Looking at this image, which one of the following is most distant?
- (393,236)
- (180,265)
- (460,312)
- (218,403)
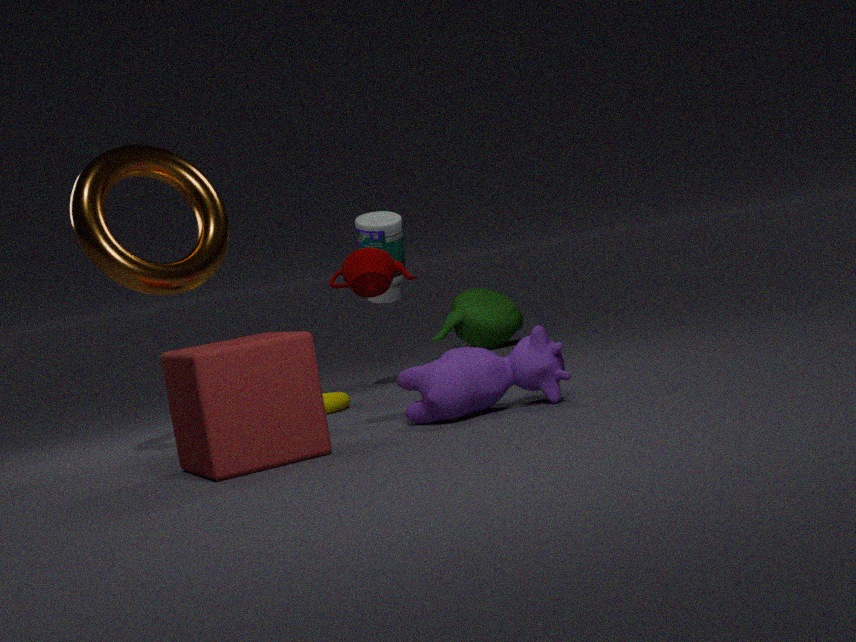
(460,312)
